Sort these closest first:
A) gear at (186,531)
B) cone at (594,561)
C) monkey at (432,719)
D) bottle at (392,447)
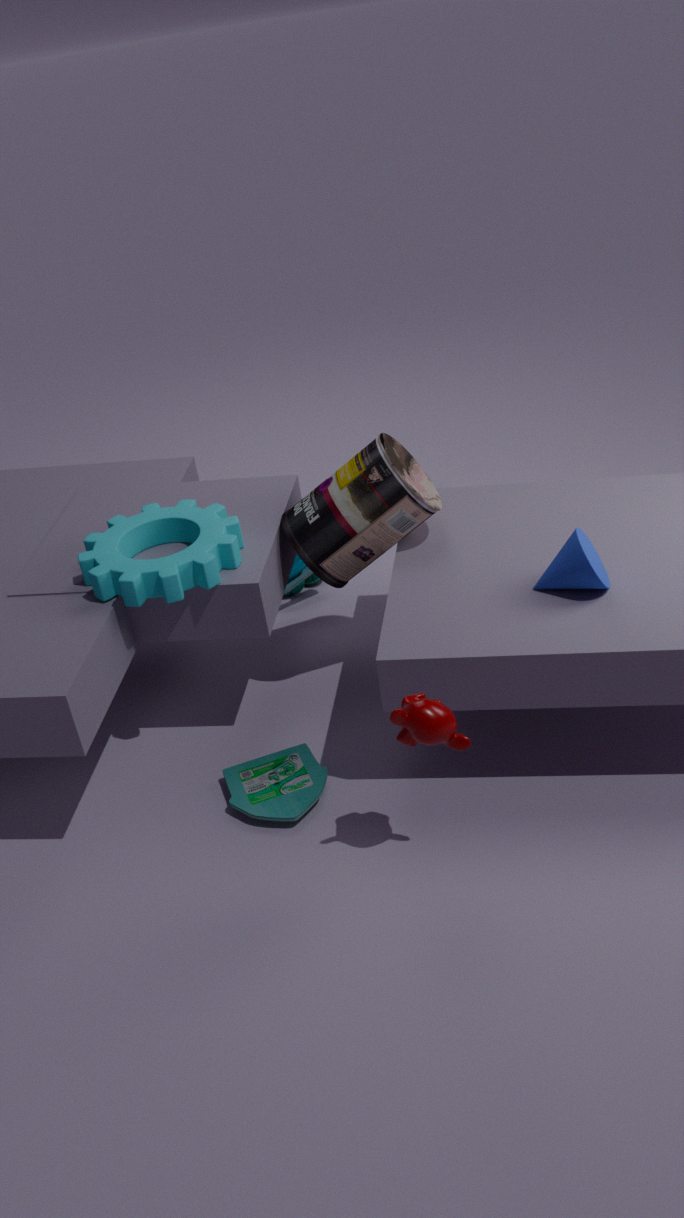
monkey at (432,719), cone at (594,561), gear at (186,531), bottle at (392,447)
